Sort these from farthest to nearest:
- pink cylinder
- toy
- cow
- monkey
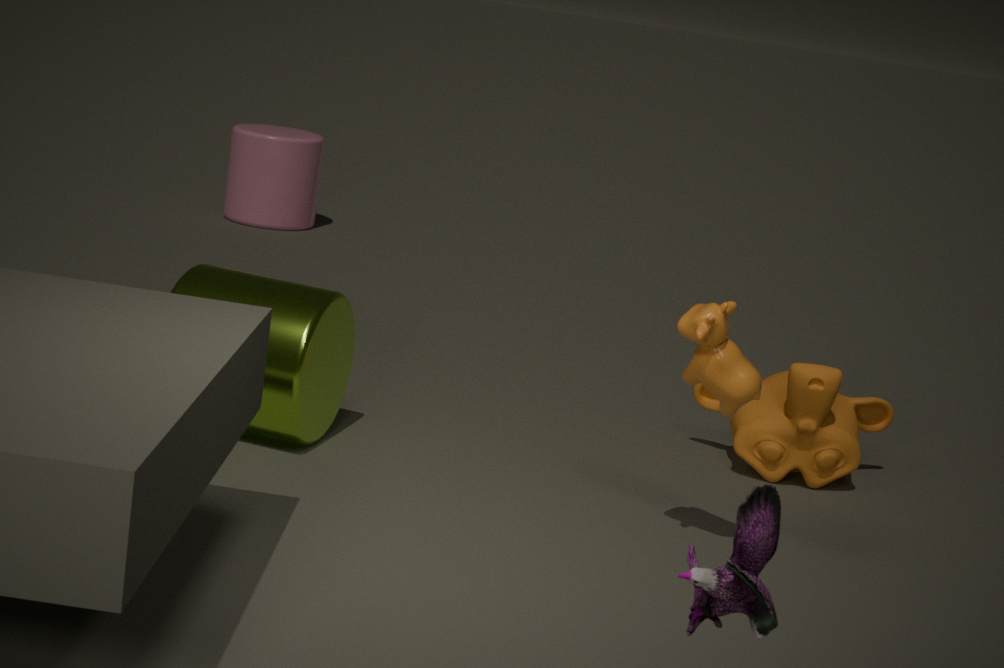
pink cylinder < monkey < cow < toy
